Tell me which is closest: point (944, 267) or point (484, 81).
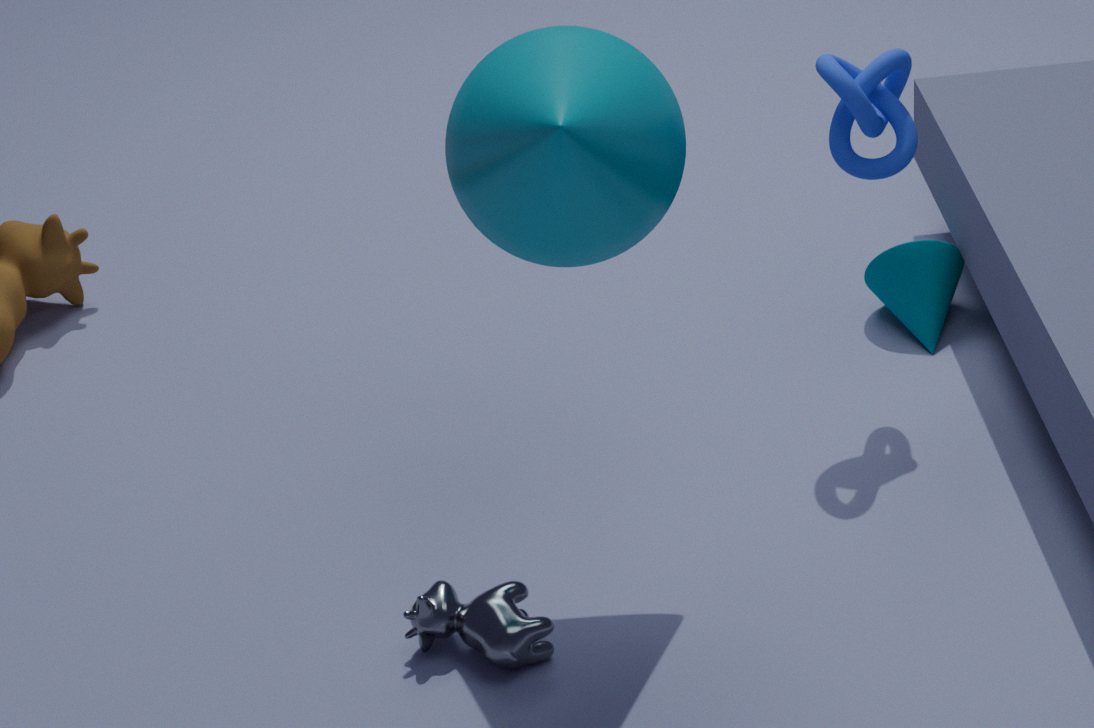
point (484, 81)
